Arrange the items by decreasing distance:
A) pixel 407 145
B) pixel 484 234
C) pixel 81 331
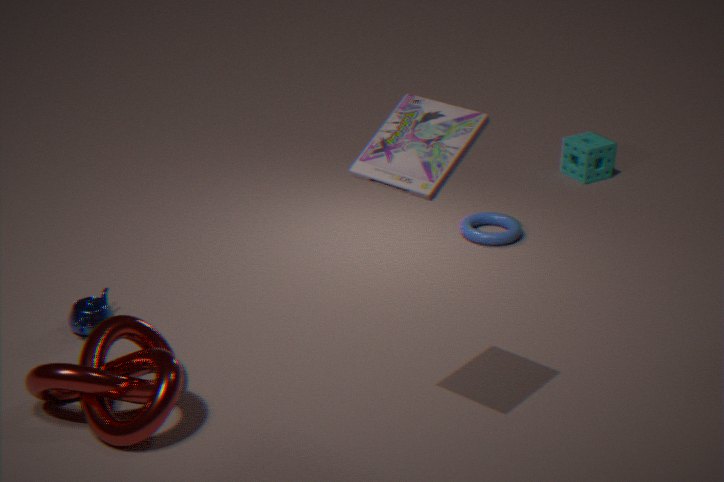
pixel 484 234, pixel 81 331, pixel 407 145
